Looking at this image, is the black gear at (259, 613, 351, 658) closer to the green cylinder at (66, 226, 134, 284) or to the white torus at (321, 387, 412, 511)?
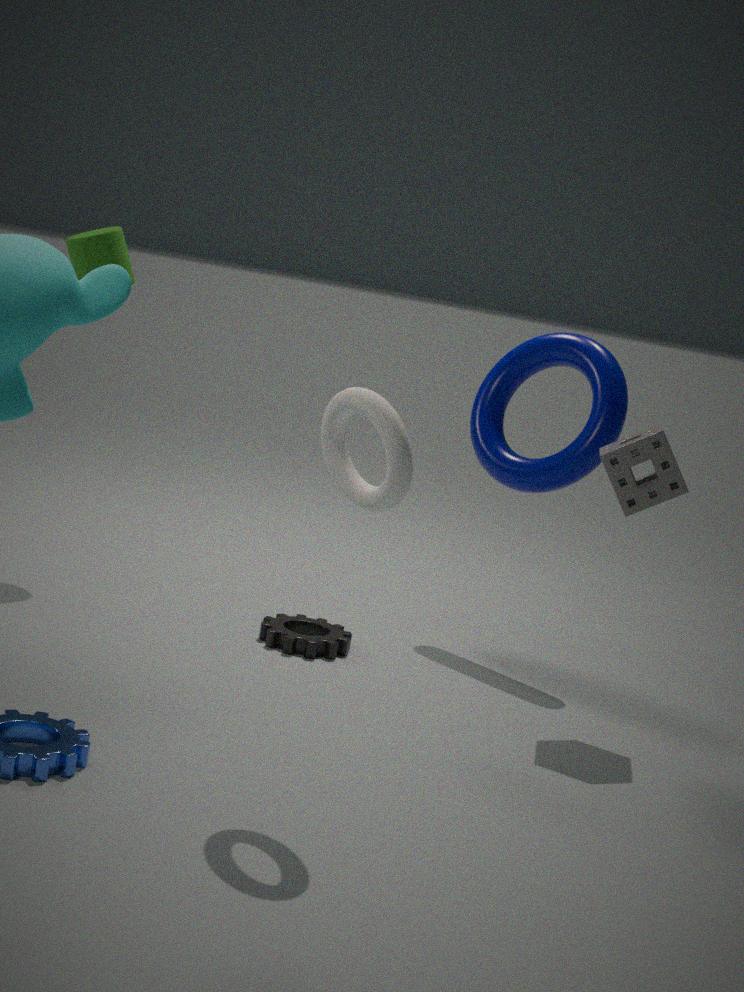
the white torus at (321, 387, 412, 511)
